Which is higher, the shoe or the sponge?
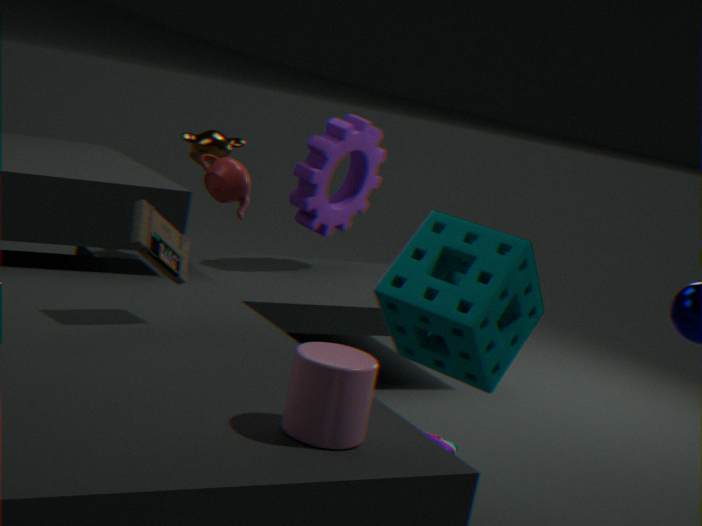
the sponge
